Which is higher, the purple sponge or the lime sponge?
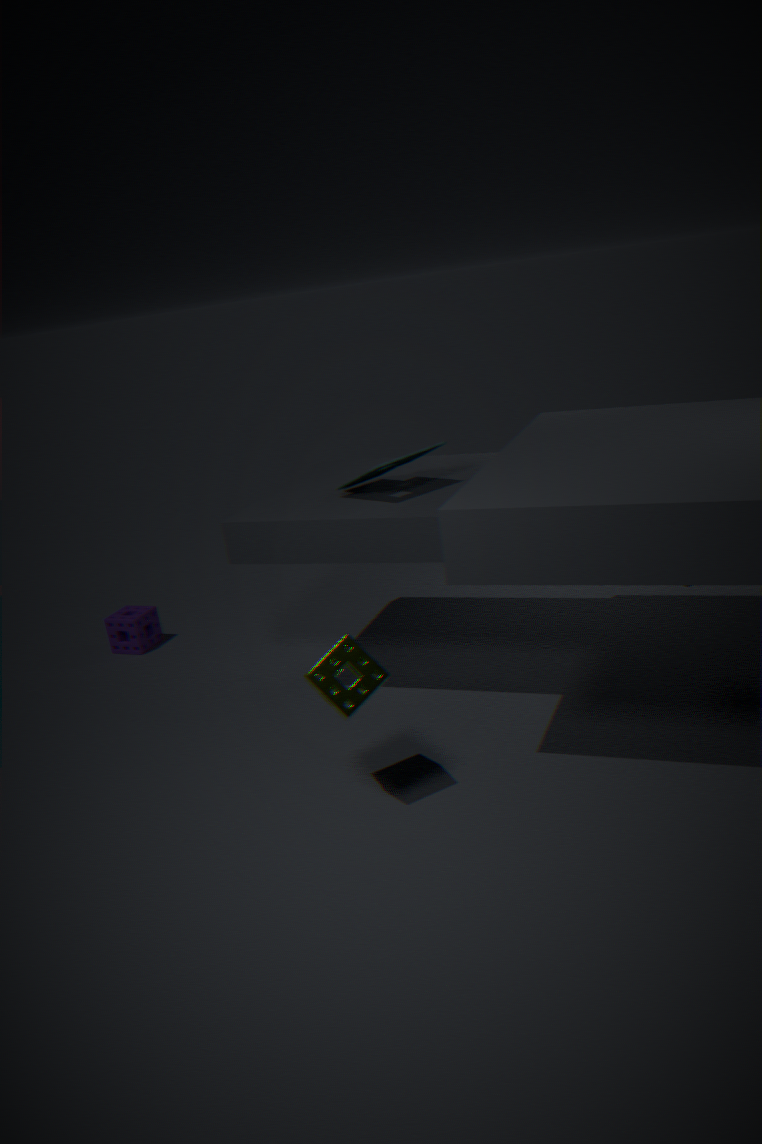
the lime sponge
